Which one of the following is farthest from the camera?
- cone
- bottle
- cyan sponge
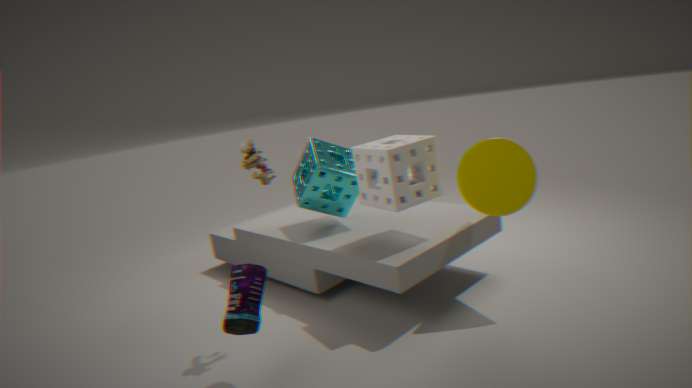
cyan sponge
